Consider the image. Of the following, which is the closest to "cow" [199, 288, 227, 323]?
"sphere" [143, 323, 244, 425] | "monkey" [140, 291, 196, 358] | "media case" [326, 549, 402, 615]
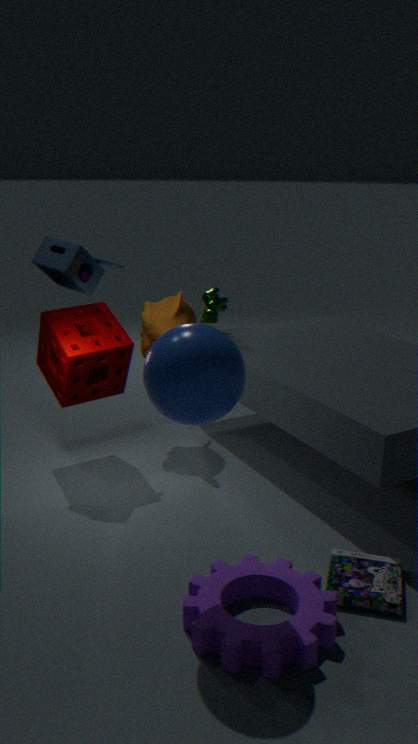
"monkey" [140, 291, 196, 358]
